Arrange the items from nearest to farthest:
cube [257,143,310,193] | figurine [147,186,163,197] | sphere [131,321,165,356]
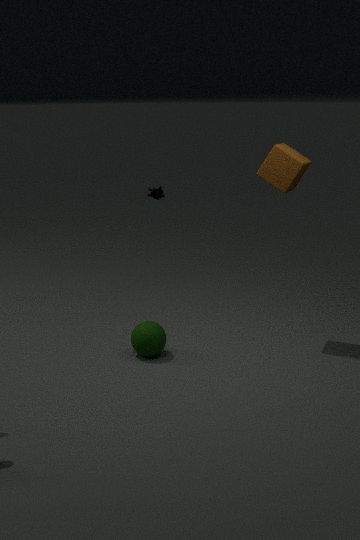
1. cube [257,143,310,193]
2. sphere [131,321,165,356]
3. figurine [147,186,163,197]
